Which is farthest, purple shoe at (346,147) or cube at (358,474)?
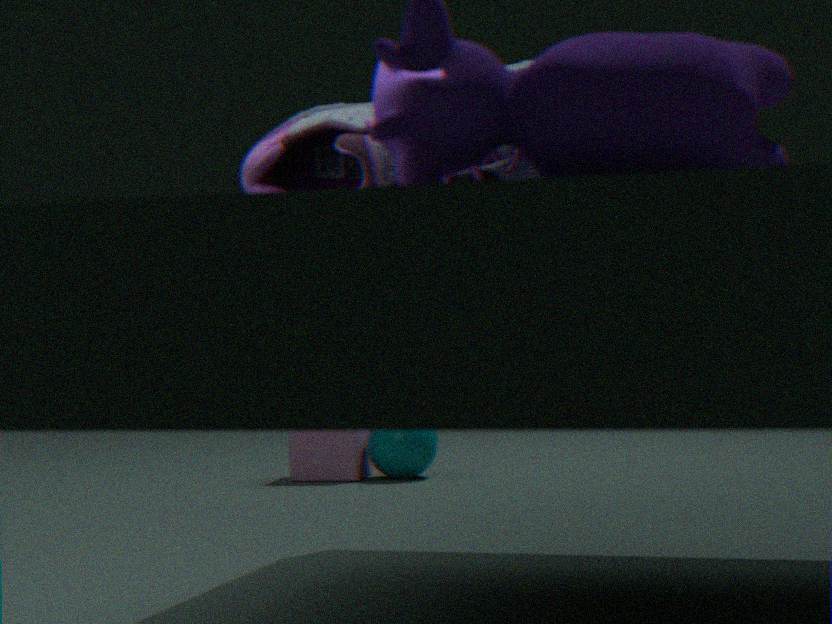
cube at (358,474)
